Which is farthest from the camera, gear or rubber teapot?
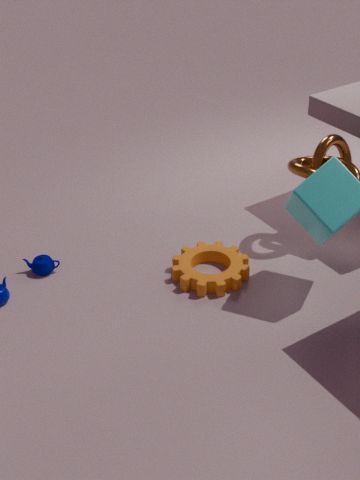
rubber teapot
